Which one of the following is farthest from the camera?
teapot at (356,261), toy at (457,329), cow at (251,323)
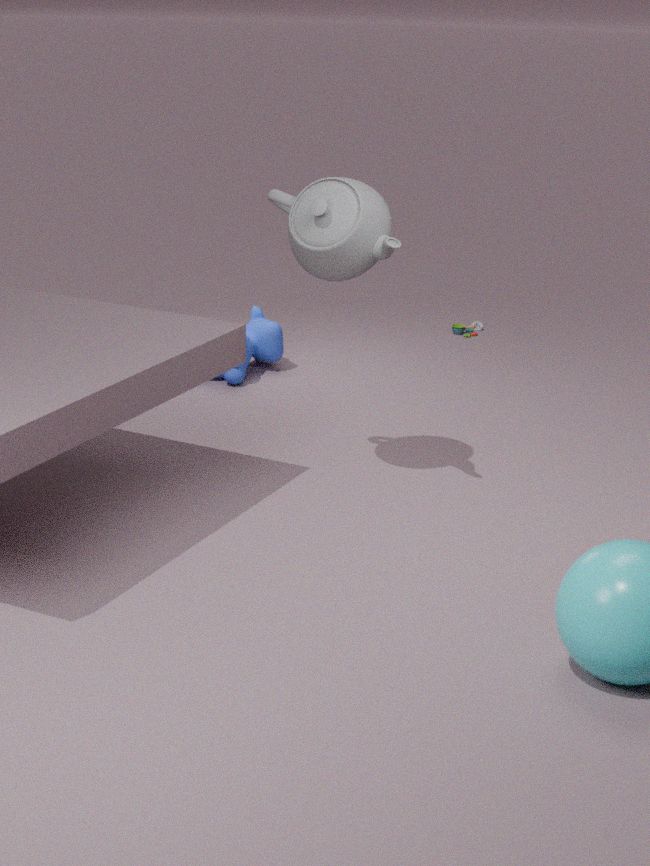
toy at (457,329)
